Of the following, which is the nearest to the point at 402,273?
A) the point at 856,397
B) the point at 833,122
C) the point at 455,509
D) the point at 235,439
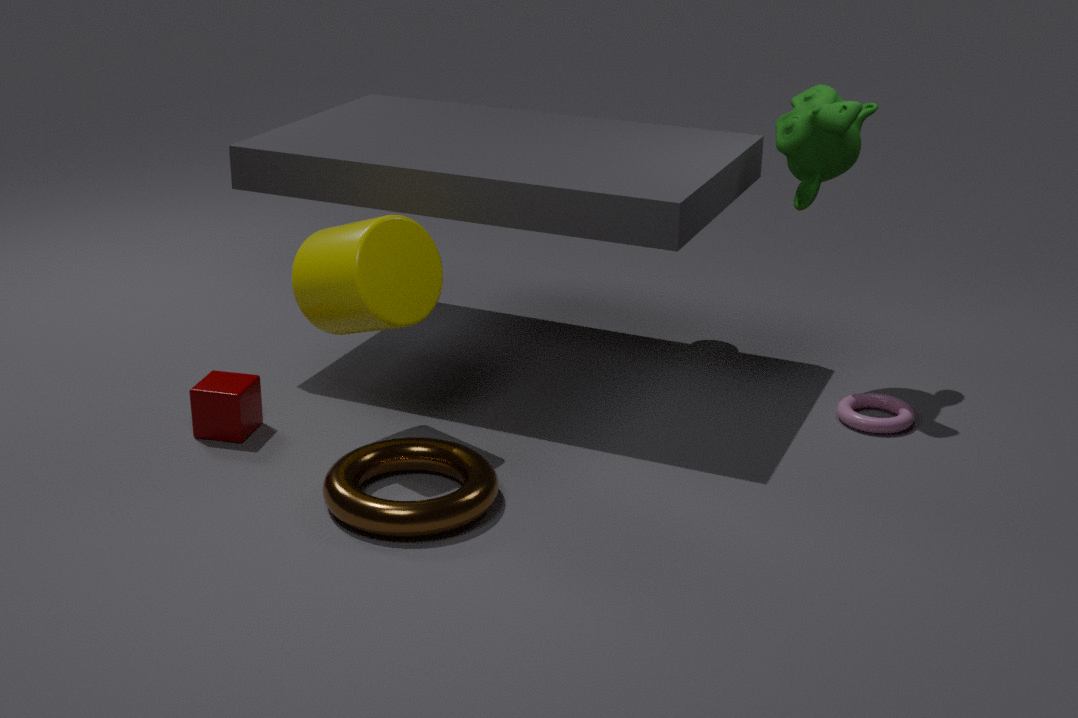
the point at 235,439
